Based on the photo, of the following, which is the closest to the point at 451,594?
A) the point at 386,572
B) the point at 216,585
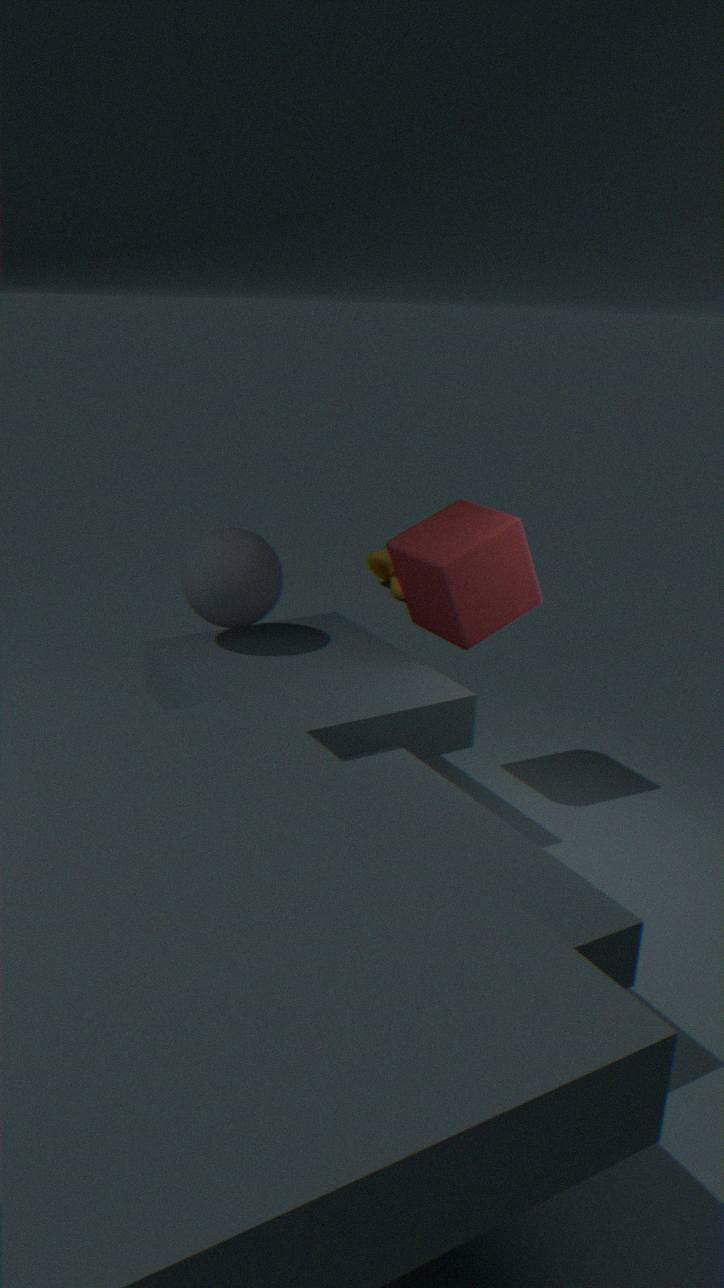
the point at 216,585
